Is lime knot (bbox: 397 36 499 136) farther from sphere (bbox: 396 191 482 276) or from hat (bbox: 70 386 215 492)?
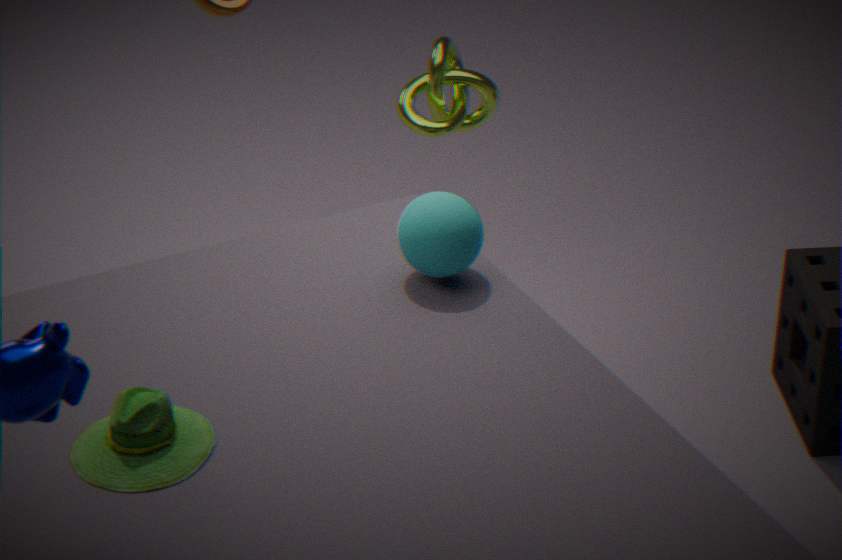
hat (bbox: 70 386 215 492)
